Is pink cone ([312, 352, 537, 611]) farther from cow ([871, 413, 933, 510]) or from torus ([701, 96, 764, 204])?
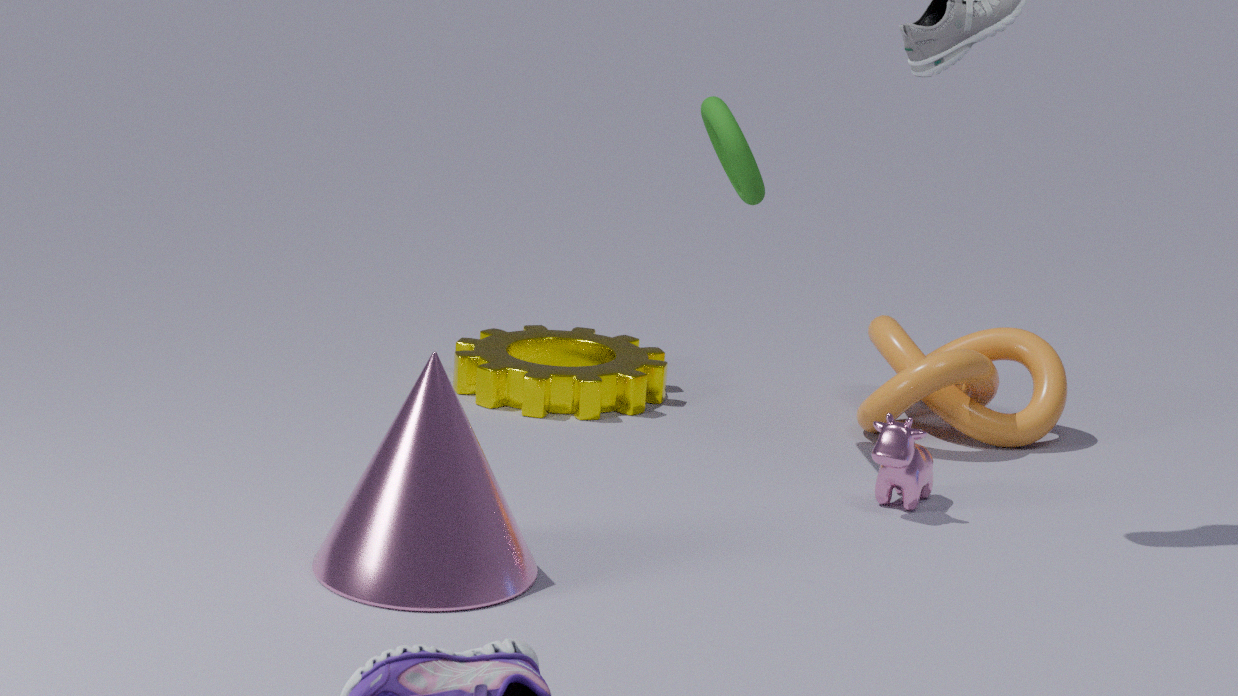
torus ([701, 96, 764, 204])
